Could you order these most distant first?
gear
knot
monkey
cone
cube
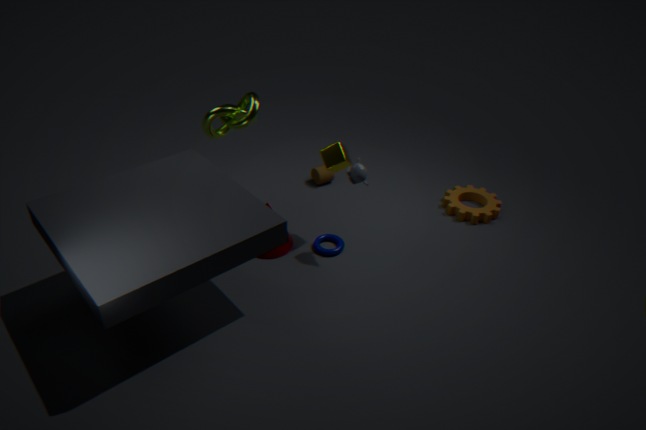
gear → cone → cube → knot → monkey
